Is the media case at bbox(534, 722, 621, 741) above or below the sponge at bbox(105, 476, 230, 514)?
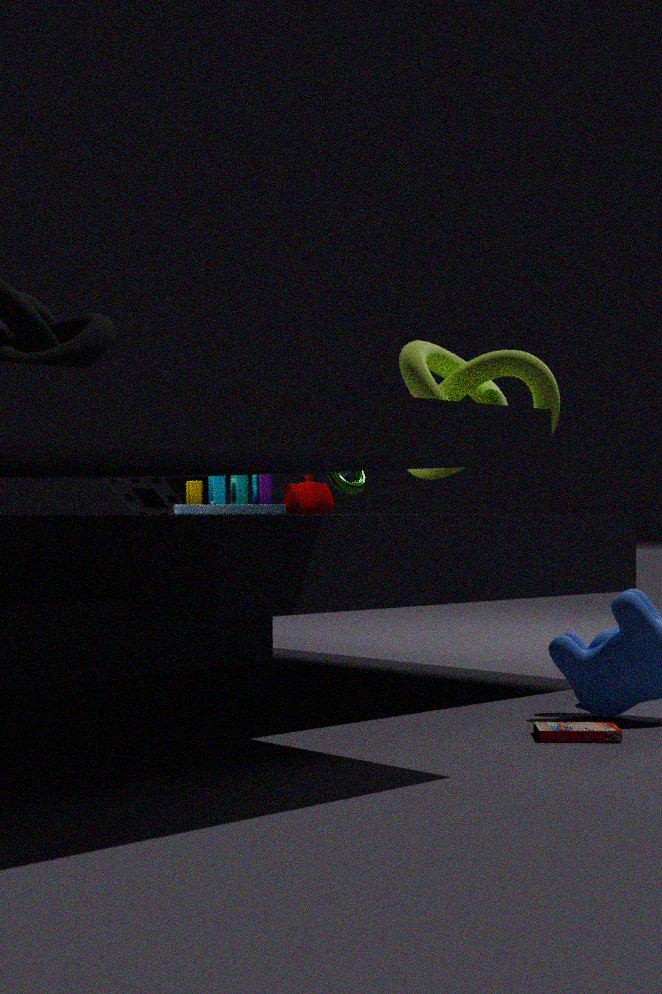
below
